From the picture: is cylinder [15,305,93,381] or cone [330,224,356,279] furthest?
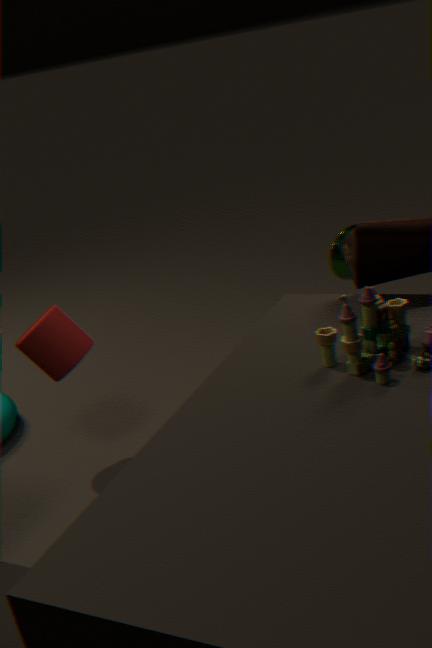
cone [330,224,356,279]
